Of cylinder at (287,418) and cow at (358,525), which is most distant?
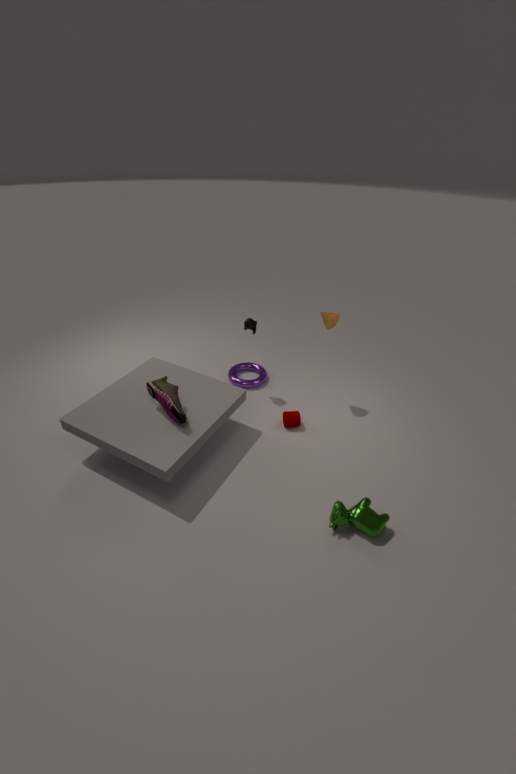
cylinder at (287,418)
